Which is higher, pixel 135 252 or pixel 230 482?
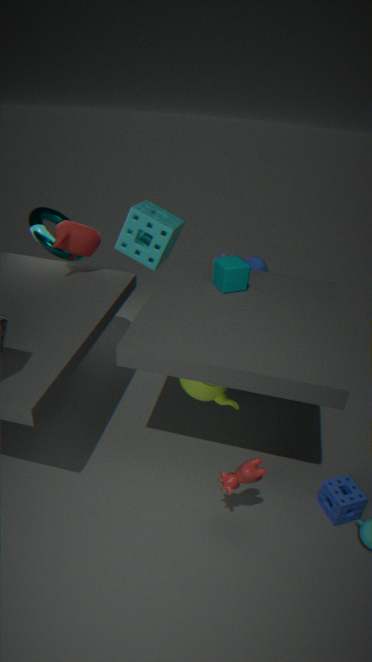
pixel 135 252
